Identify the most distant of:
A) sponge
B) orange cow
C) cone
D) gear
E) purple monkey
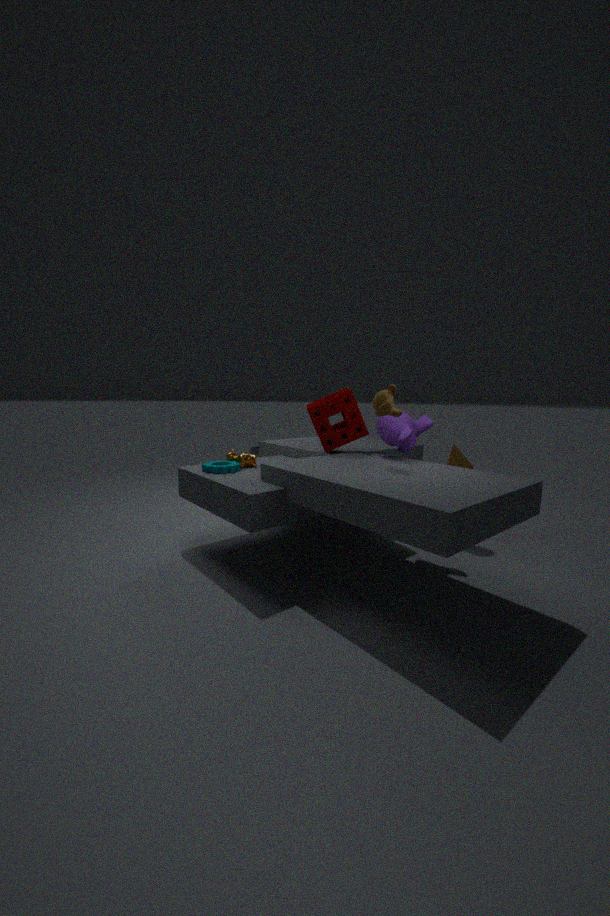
cone
